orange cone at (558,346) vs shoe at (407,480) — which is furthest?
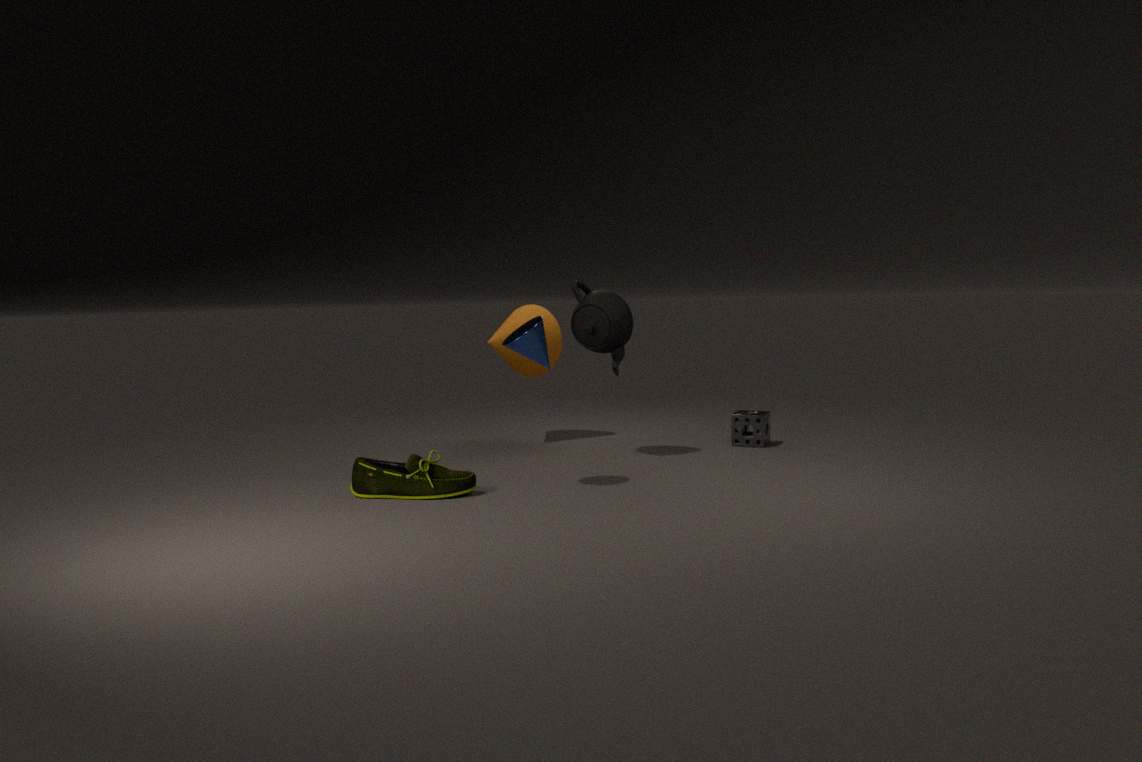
orange cone at (558,346)
